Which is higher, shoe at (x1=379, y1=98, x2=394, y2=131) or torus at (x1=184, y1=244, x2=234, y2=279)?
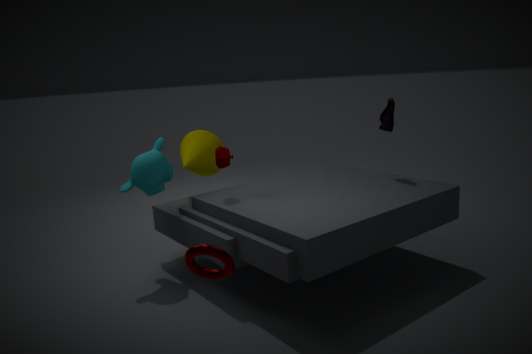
shoe at (x1=379, y1=98, x2=394, y2=131)
